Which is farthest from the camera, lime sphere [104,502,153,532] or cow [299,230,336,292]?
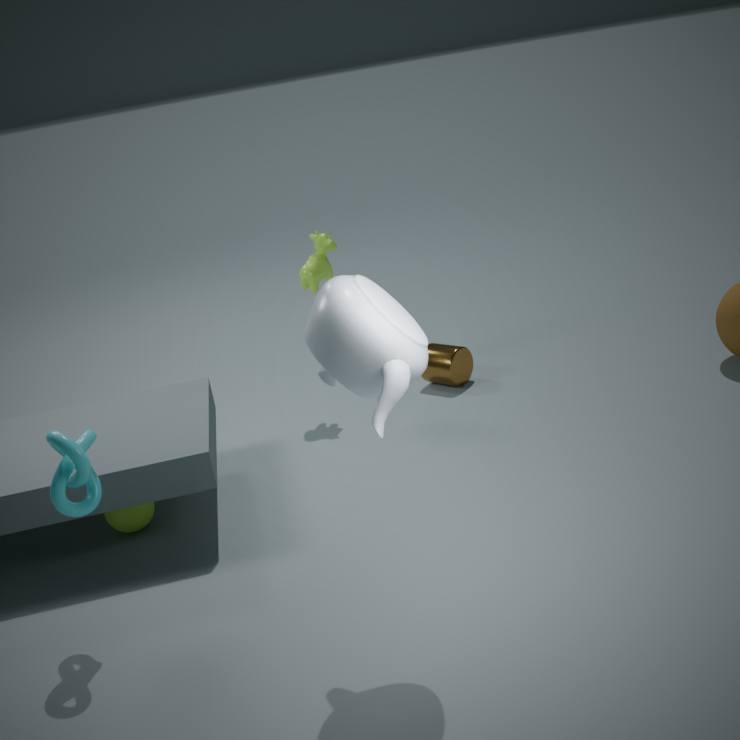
cow [299,230,336,292]
